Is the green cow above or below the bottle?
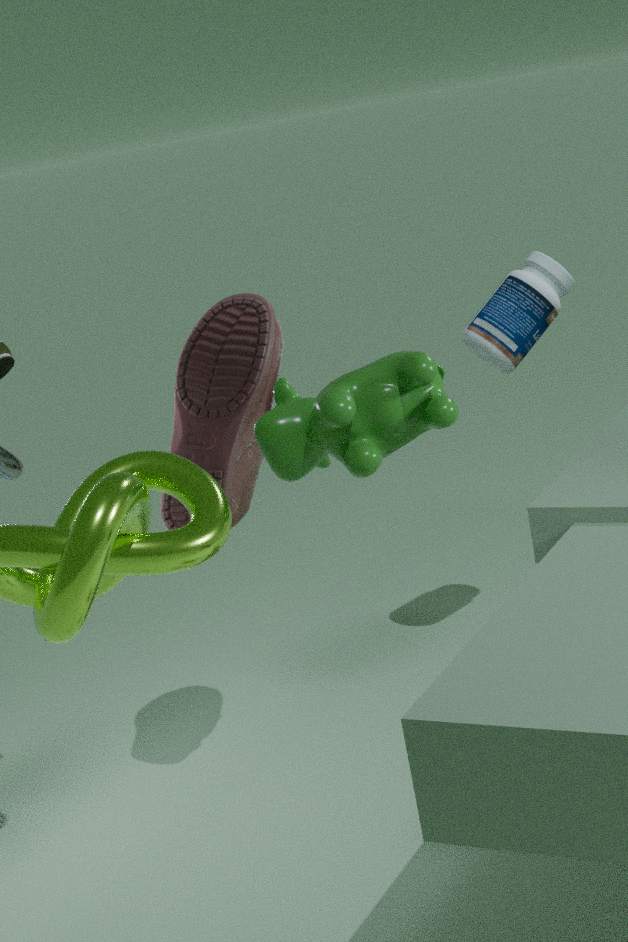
above
